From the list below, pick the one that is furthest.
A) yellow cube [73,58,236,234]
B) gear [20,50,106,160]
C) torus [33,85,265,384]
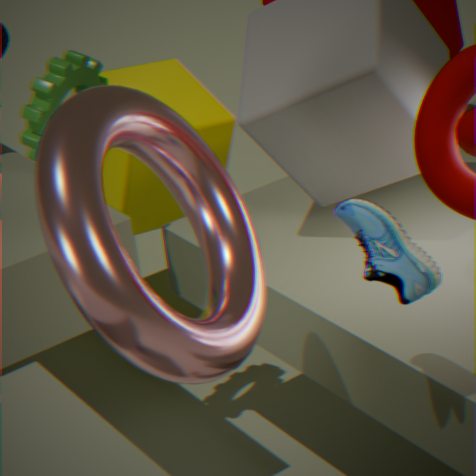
yellow cube [73,58,236,234]
